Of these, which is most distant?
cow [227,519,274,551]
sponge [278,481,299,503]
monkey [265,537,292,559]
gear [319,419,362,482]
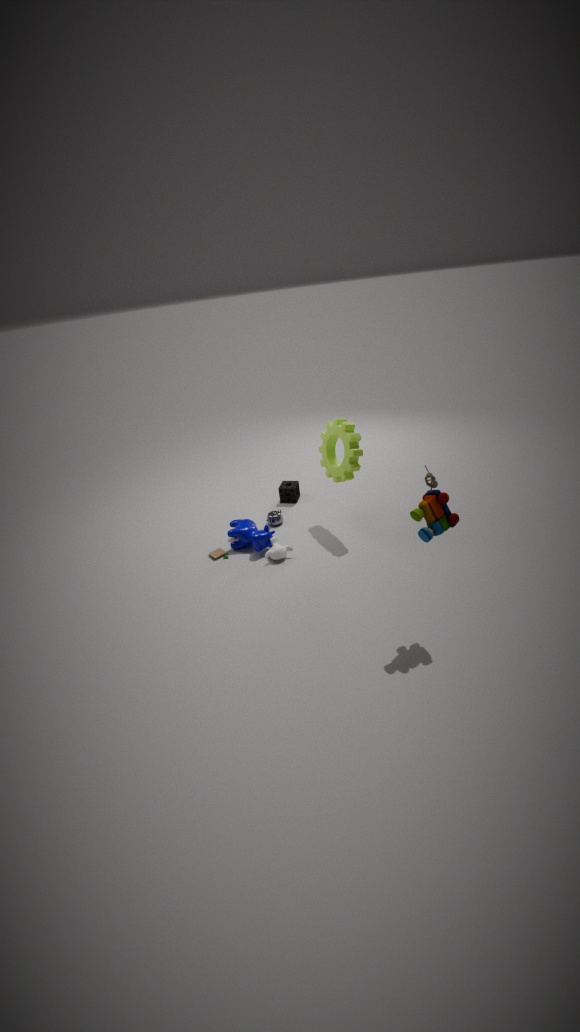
sponge [278,481,299,503]
